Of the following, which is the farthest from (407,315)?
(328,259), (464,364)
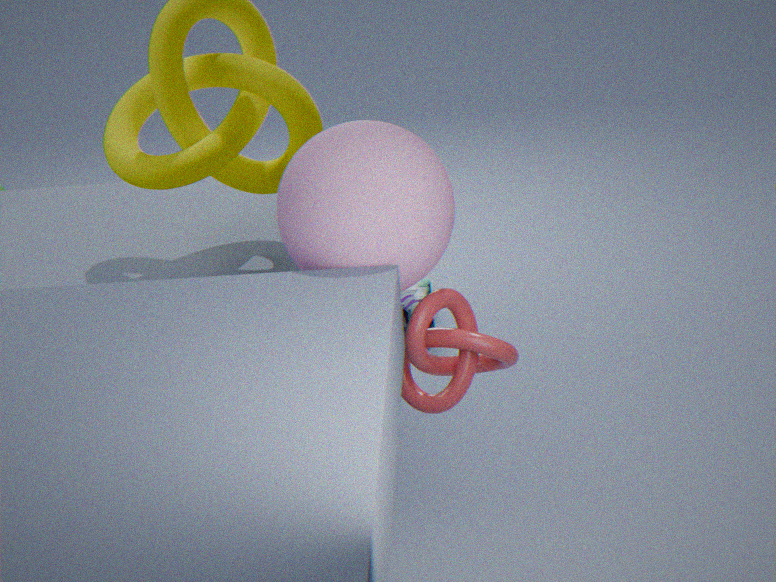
(328,259)
